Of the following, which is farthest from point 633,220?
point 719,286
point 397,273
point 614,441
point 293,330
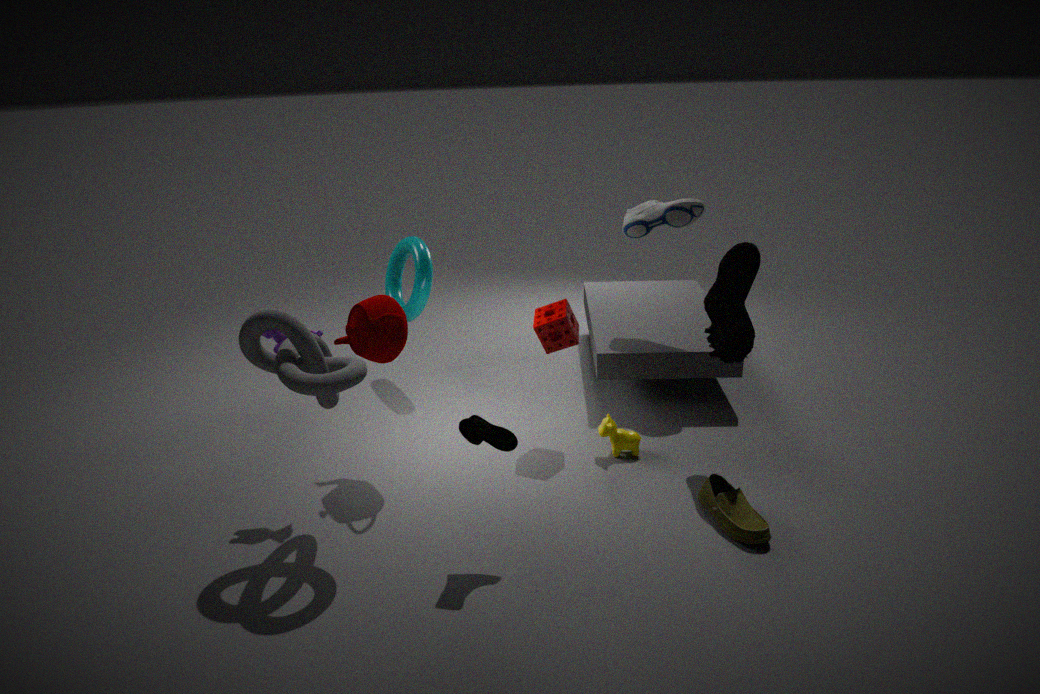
point 293,330
